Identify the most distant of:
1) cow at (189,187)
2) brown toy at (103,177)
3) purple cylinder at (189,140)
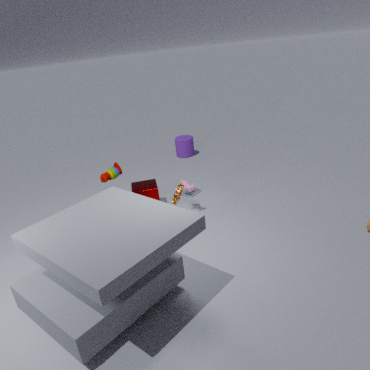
3. purple cylinder at (189,140)
